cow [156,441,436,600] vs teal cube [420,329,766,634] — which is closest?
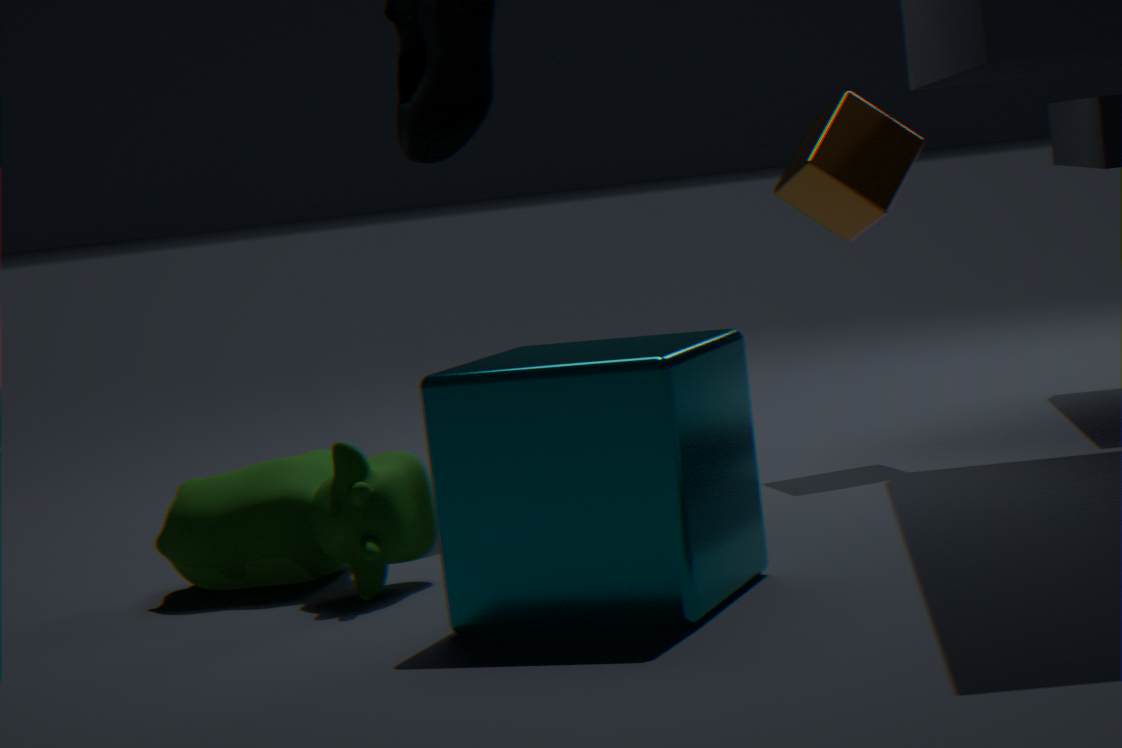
teal cube [420,329,766,634]
